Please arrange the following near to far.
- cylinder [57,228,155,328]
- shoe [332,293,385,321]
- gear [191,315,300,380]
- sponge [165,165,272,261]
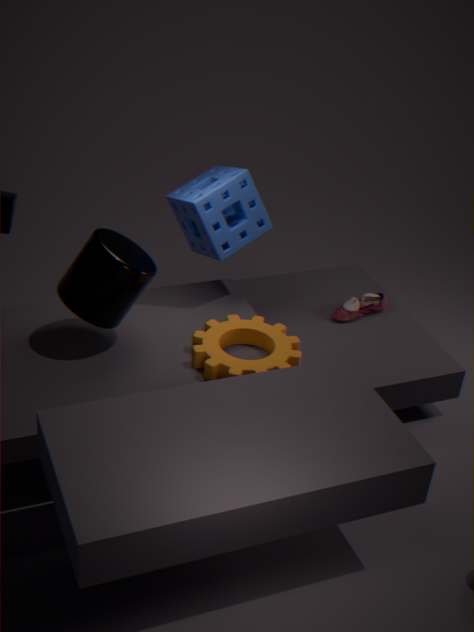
cylinder [57,228,155,328] < gear [191,315,300,380] < sponge [165,165,272,261] < shoe [332,293,385,321]
